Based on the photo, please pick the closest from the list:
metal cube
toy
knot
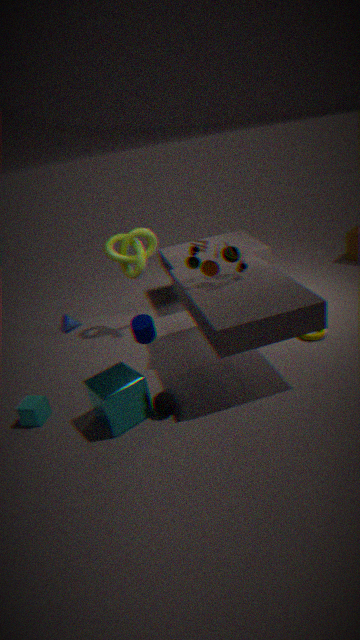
metal cube
